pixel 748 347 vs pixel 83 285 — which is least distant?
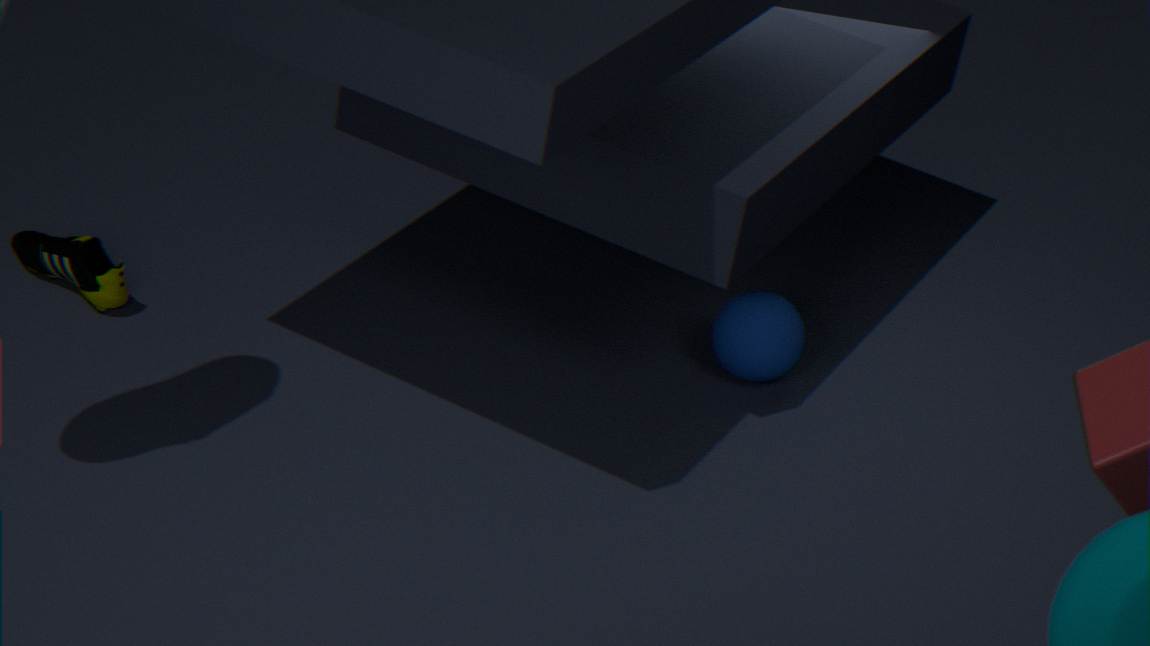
pixel 83 285
